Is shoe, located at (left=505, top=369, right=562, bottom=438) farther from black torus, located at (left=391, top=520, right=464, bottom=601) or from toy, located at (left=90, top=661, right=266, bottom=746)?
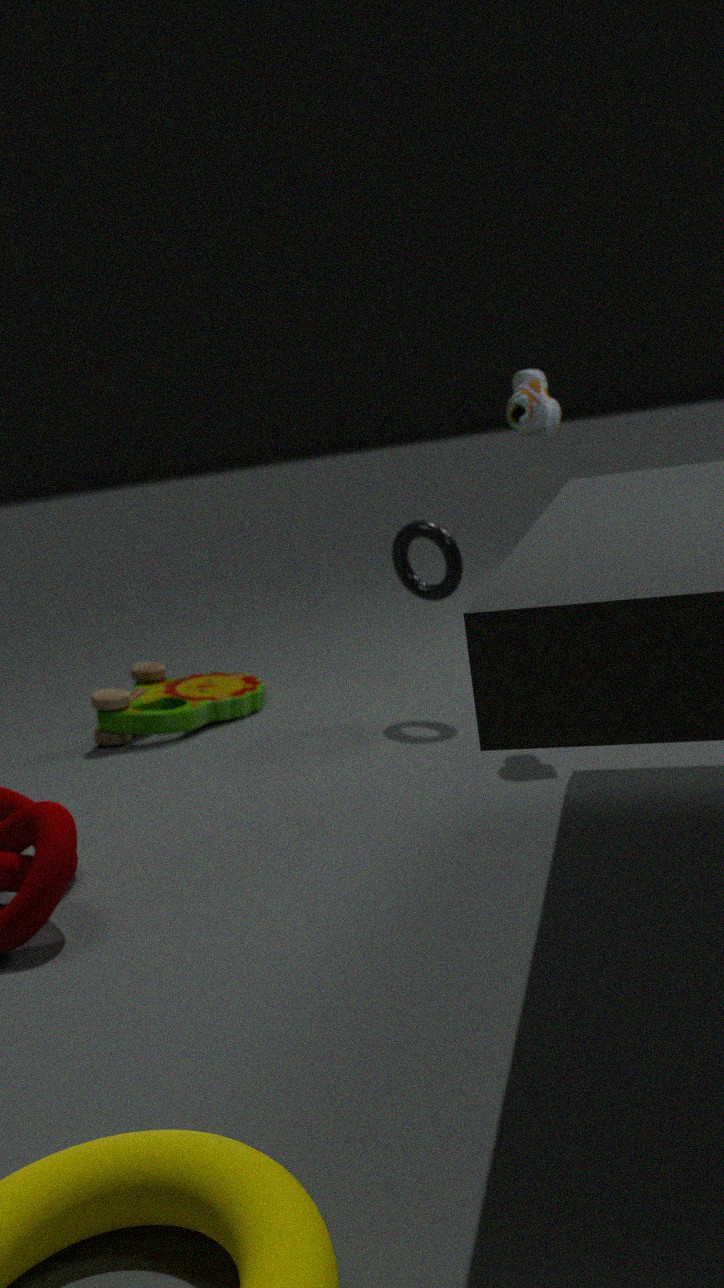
toy, located at (left=90, top=661, right=266, bottom=746)
